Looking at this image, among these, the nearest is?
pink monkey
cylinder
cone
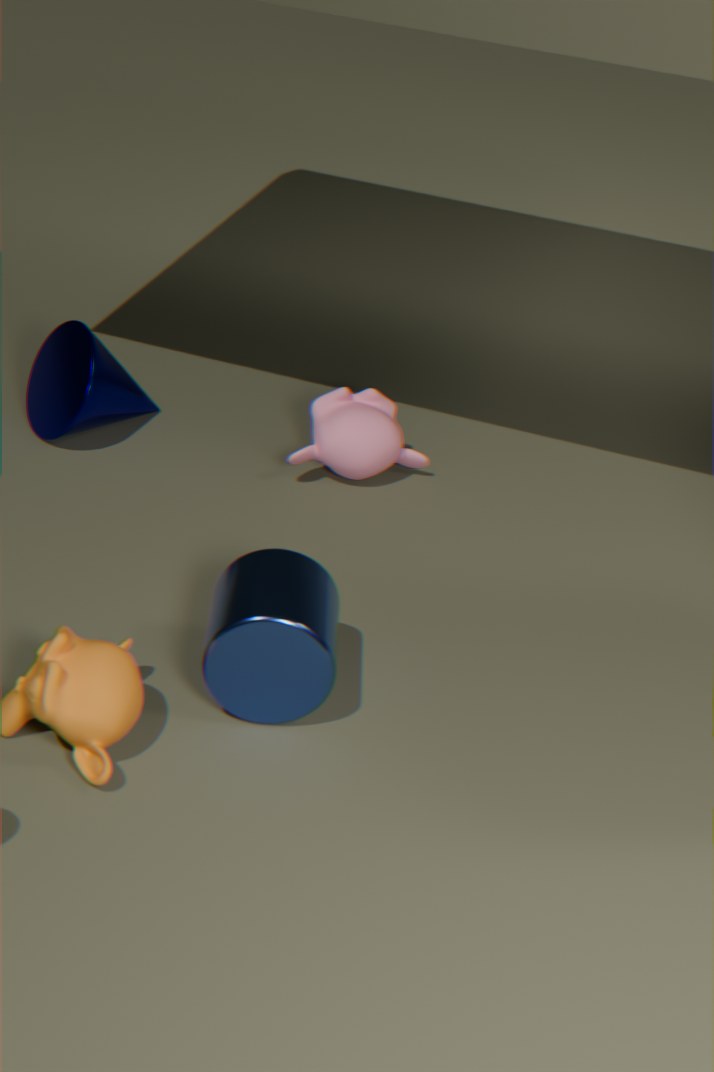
cylinder
